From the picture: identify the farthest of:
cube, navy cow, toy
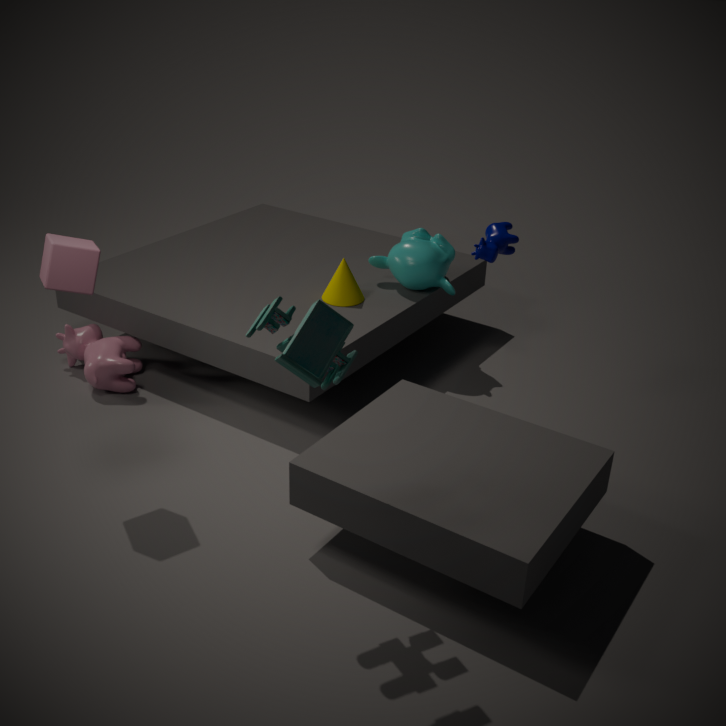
navy cow
